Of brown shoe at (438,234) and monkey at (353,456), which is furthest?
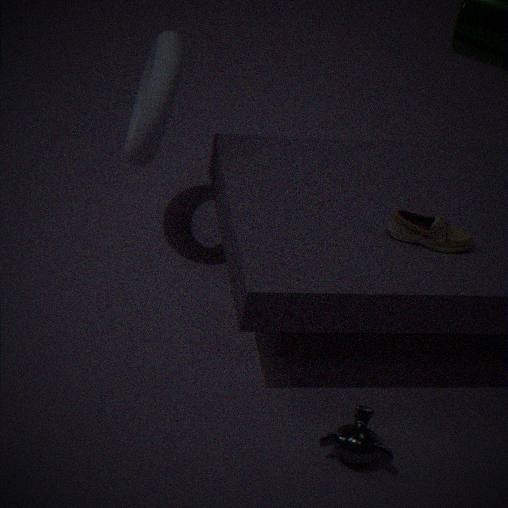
brown shoe at (438,234)
